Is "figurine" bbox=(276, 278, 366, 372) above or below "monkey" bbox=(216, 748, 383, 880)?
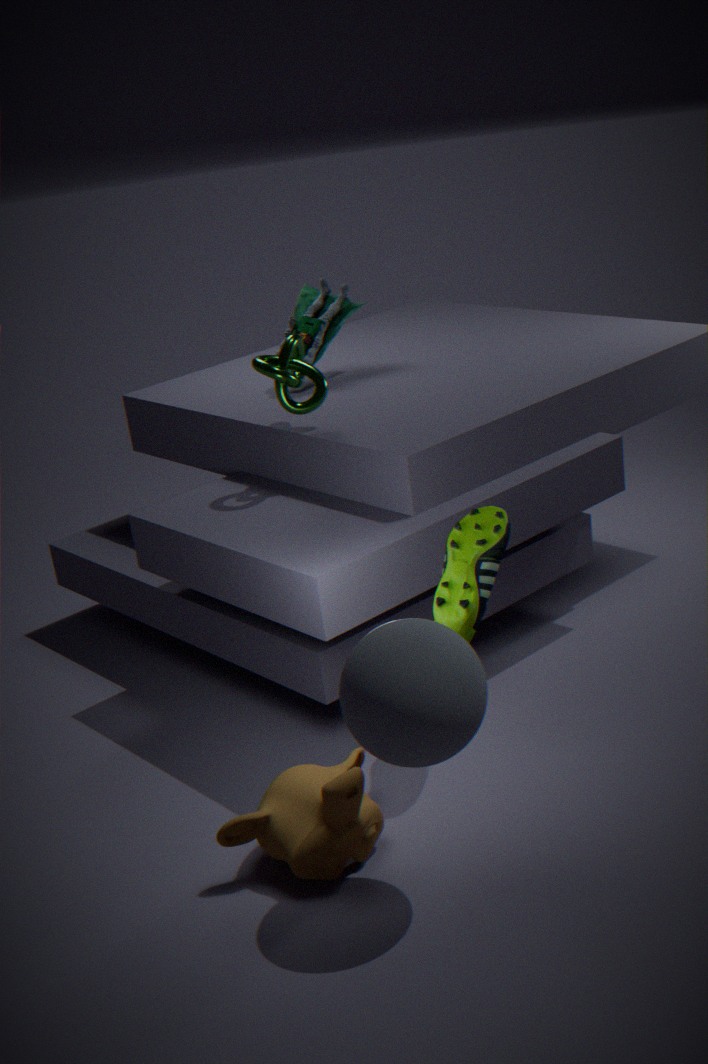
above
